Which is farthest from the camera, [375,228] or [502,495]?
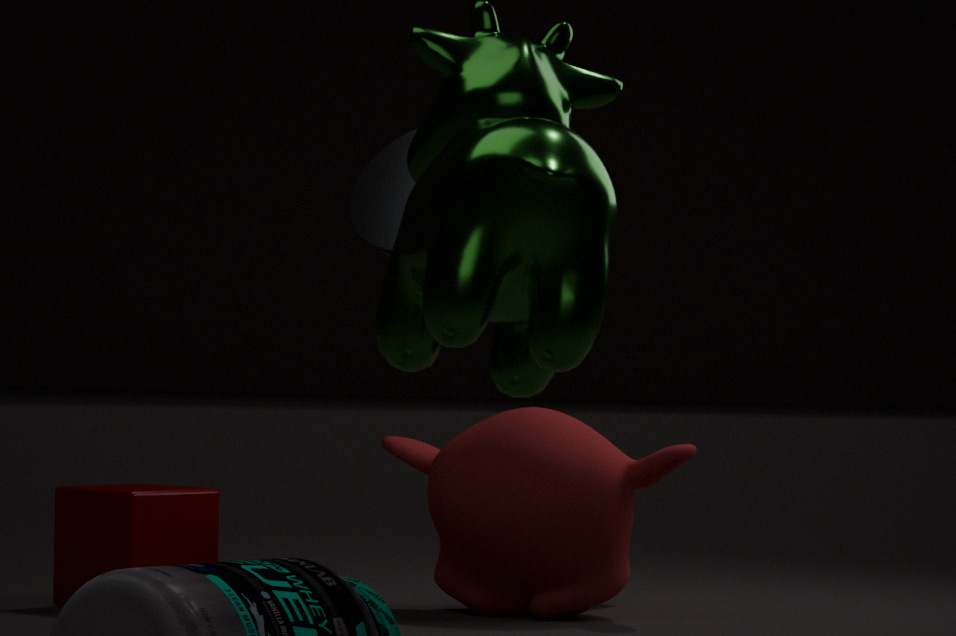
[502,495]
